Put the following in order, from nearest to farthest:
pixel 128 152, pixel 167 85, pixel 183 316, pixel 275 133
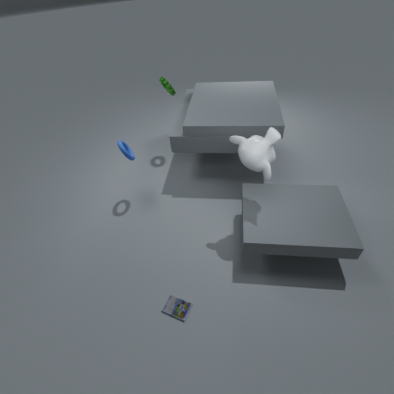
pixel 275 133 → pixel 183 316 → pixel 128 152 → pixel 167 85
